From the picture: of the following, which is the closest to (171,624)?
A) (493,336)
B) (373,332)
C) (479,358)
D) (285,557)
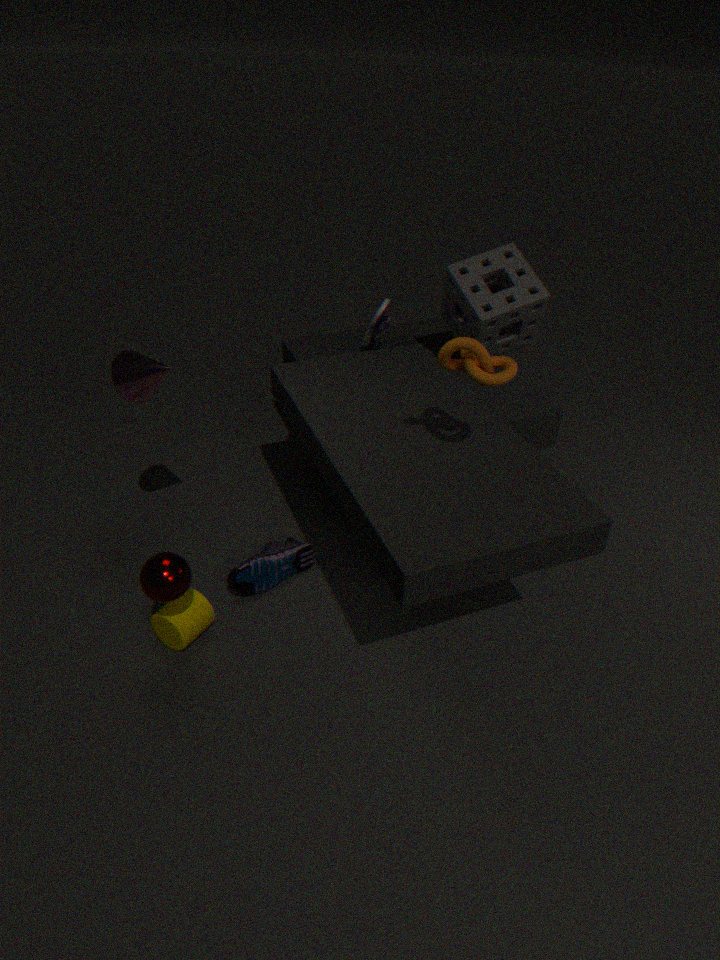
(285,557)
